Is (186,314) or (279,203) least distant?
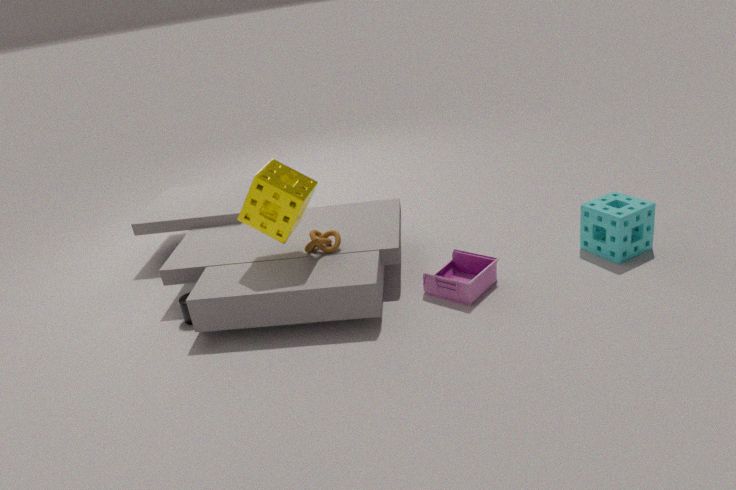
(279,203)
